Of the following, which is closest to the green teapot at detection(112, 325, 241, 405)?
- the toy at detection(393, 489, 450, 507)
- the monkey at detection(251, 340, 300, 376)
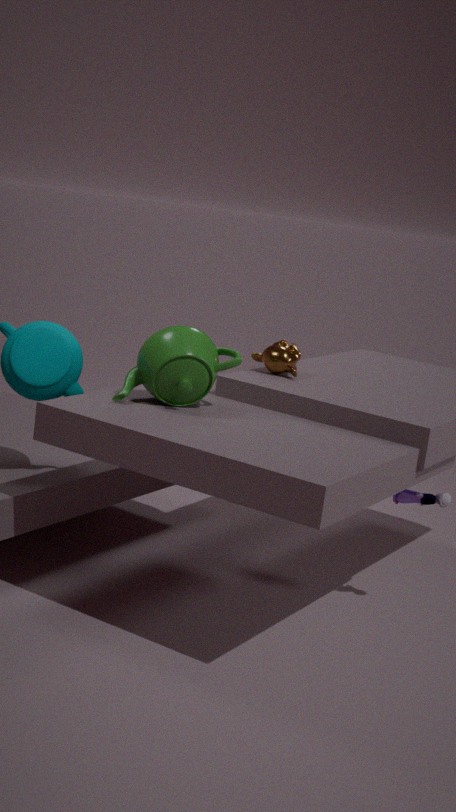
the monkey at detection(251, 340, 300, 376)
